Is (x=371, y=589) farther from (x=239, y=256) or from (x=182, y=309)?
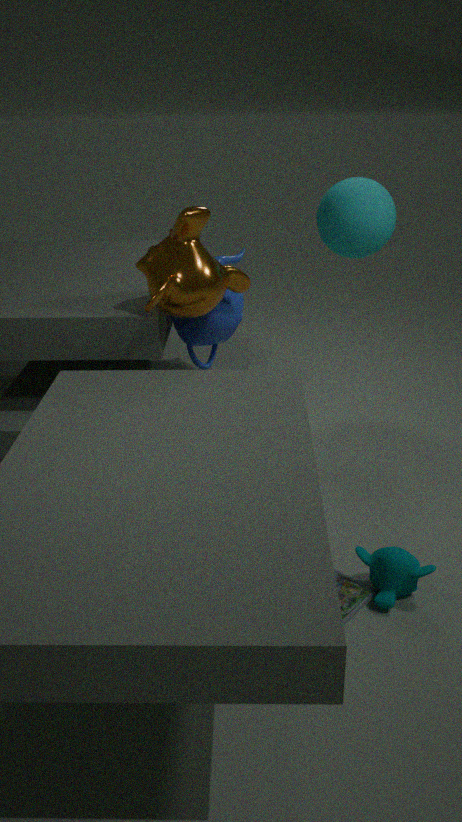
(x=239, y=256)
